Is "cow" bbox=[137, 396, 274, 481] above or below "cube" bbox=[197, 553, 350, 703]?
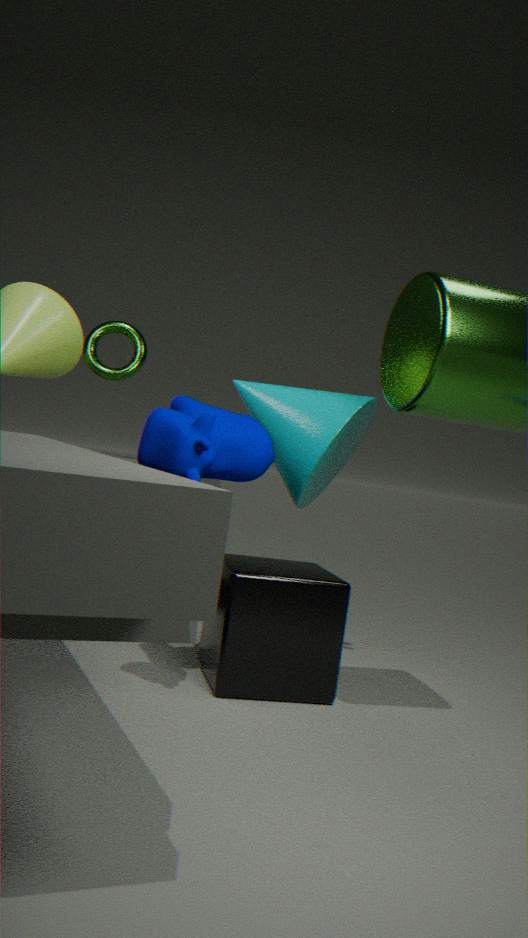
above
